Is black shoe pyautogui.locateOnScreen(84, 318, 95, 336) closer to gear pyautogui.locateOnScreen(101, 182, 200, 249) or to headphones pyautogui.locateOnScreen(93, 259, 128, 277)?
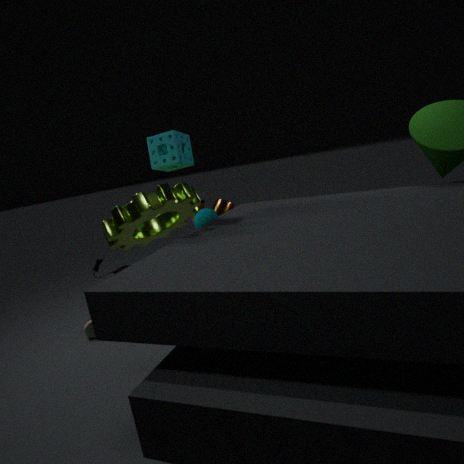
gear pyautogui.locateOnScreen(101, 182, 200, 249)
